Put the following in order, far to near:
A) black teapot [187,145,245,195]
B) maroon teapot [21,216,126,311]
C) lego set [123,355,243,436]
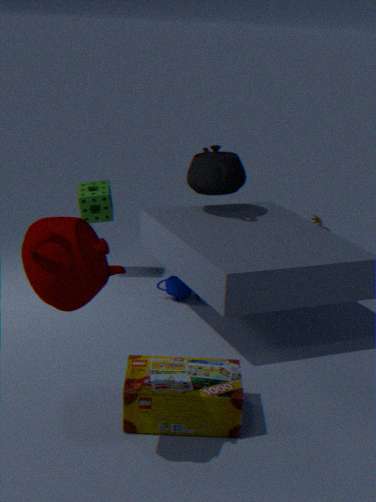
black teapot [187,145,245,195]
lego set [123,355,243,436]
maroon teapot [21,216,126,311]
